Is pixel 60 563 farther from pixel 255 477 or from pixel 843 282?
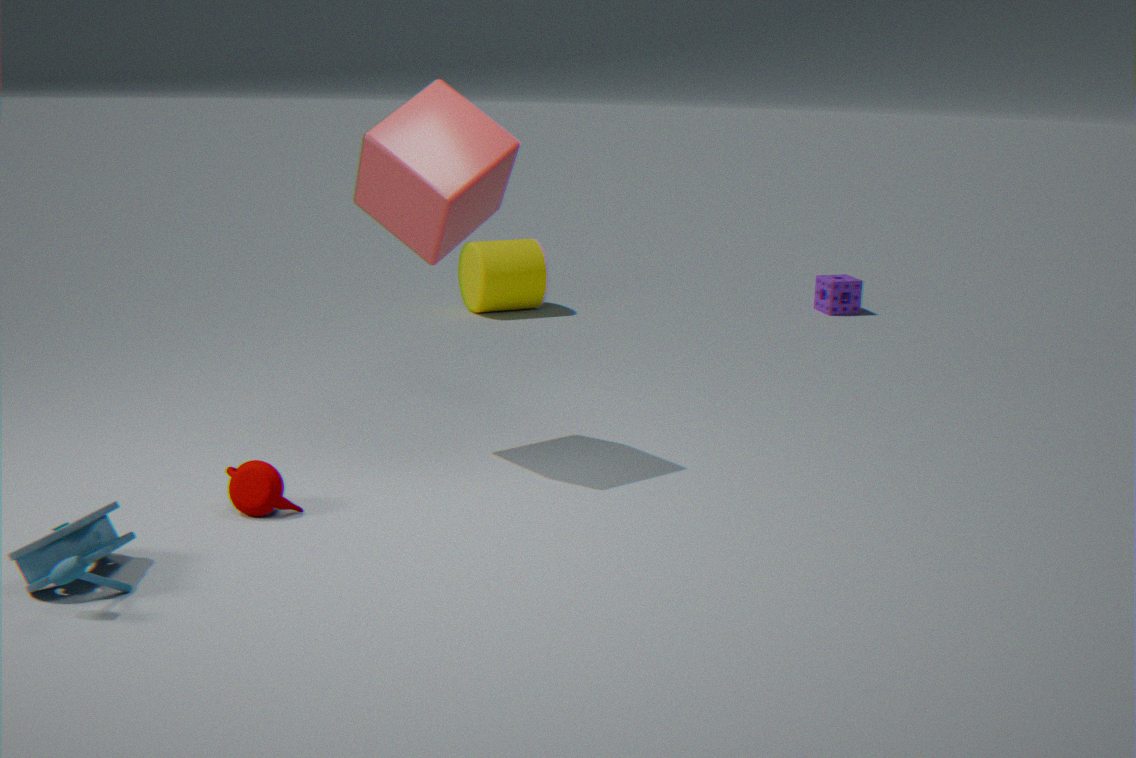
pixel 843 282
